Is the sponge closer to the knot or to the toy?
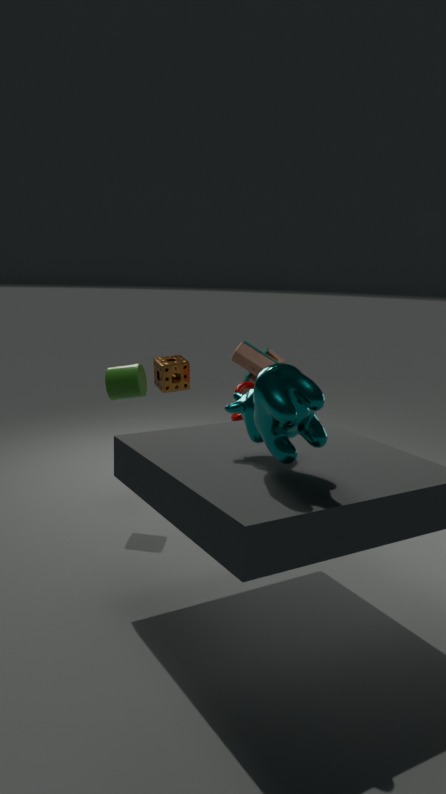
the toy
